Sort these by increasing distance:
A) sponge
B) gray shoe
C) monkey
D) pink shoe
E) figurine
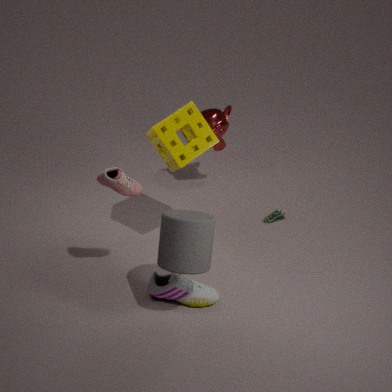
pink shoe < gray shoe < sponge < figurine < monkey
